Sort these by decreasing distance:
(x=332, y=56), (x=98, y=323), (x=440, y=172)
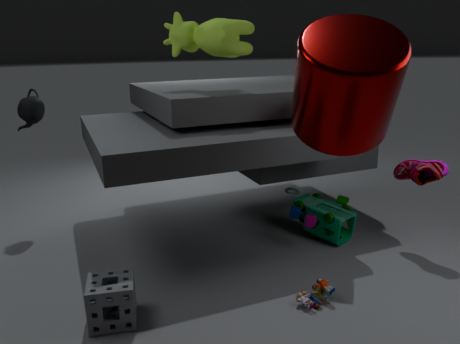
(x=440, y=172) < (x=98, y=323) < (x=332, y=56)
